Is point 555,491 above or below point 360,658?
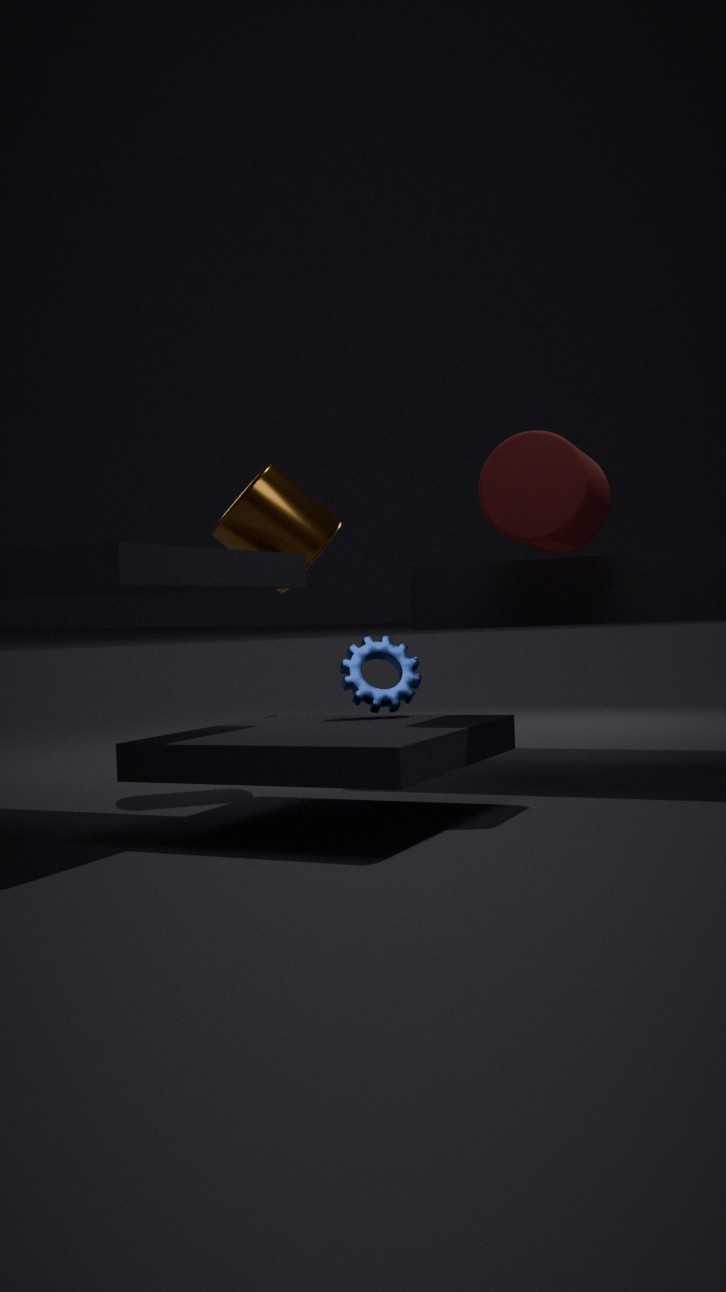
above
